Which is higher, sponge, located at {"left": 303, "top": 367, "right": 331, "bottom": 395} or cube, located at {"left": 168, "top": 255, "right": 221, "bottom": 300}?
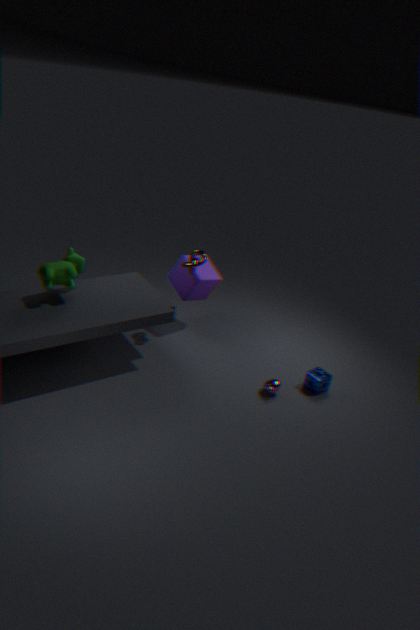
cube, located at {"left": 168, "top": 255, "right": 221, "bottom": 300}
